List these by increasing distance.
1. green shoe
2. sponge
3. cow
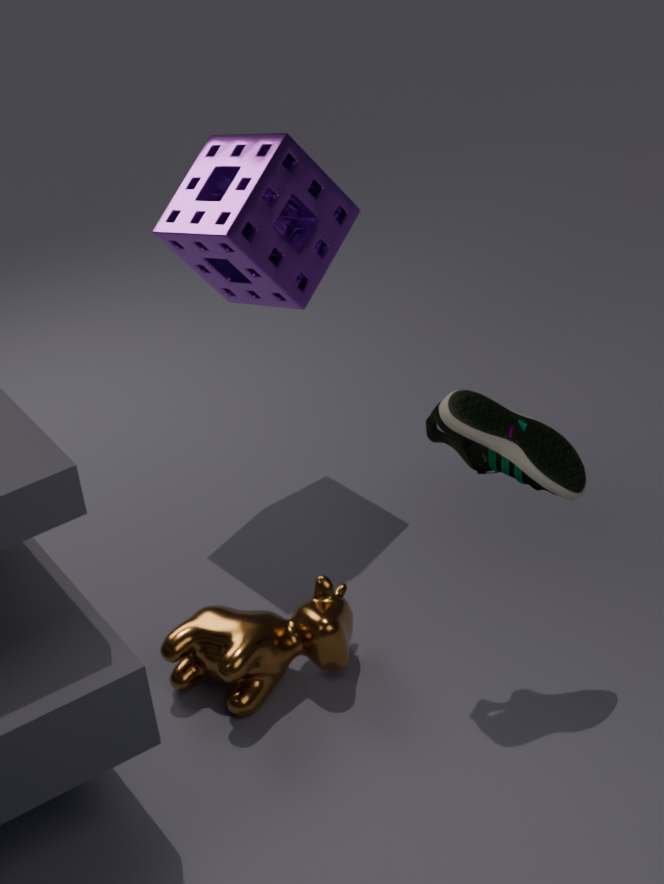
green shoe < cow < sponge
